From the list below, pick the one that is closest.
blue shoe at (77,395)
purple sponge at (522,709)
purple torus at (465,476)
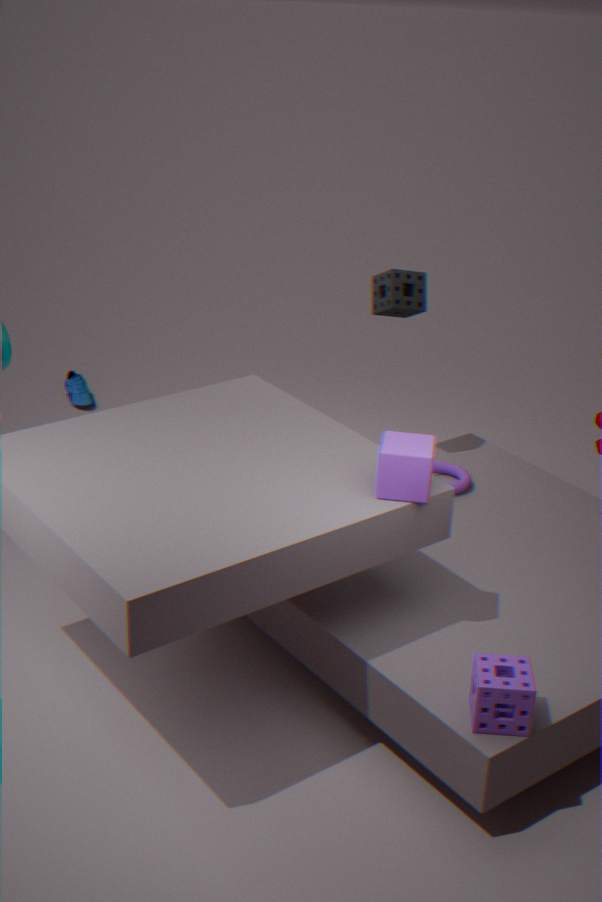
purple sponge at (522,709)
